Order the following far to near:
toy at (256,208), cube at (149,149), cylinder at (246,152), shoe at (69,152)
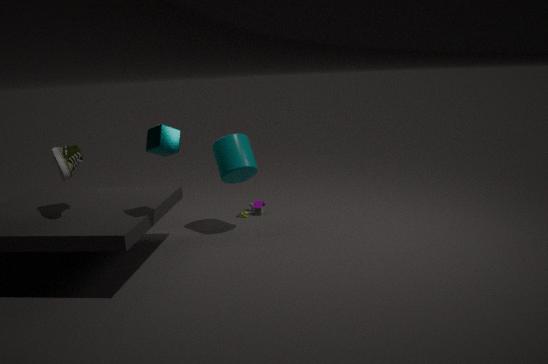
toy at (256,208) < cylinder at (246,152) < shoe at (69,152) < cube at (149,149)
